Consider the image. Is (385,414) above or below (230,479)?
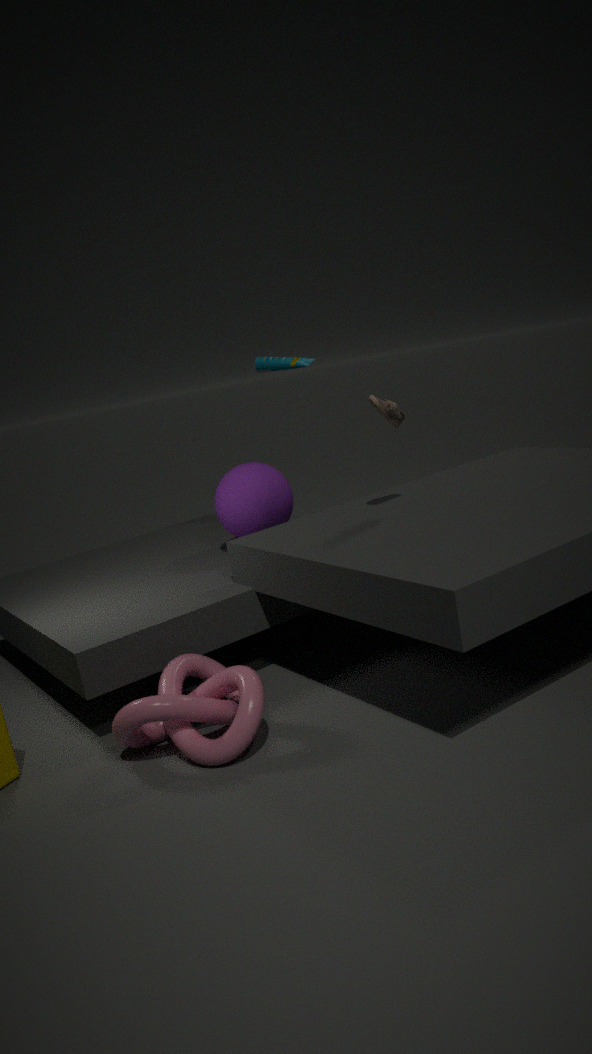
above
